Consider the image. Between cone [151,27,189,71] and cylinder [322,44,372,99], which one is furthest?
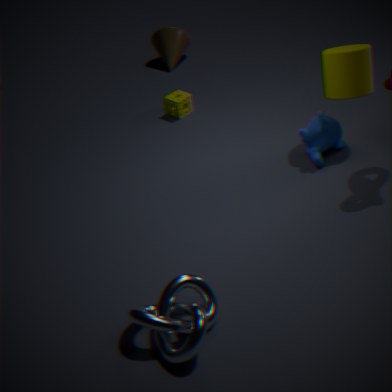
cone [151,27,189,71]
